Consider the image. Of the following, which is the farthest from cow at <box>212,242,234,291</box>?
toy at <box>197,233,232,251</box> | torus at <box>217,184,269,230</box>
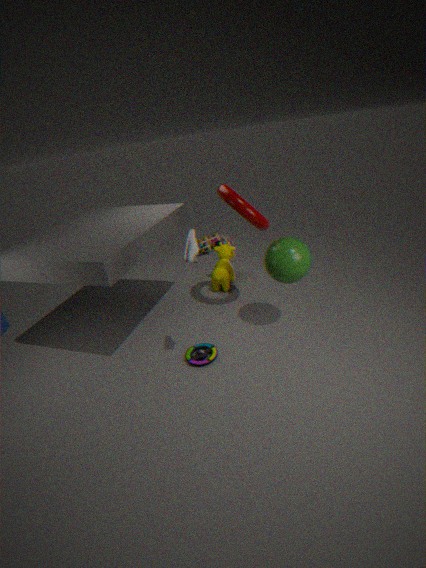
toy at <box>197,233,232,251</box>
